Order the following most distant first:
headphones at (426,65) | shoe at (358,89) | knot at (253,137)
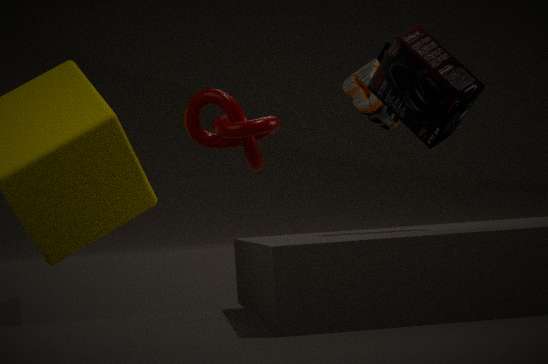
shoe at (358,89)
knot at (253,137)
headphones at (426,65)
